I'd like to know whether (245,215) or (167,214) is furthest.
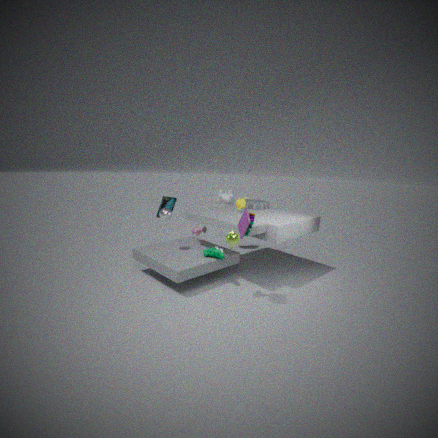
(167,214)
